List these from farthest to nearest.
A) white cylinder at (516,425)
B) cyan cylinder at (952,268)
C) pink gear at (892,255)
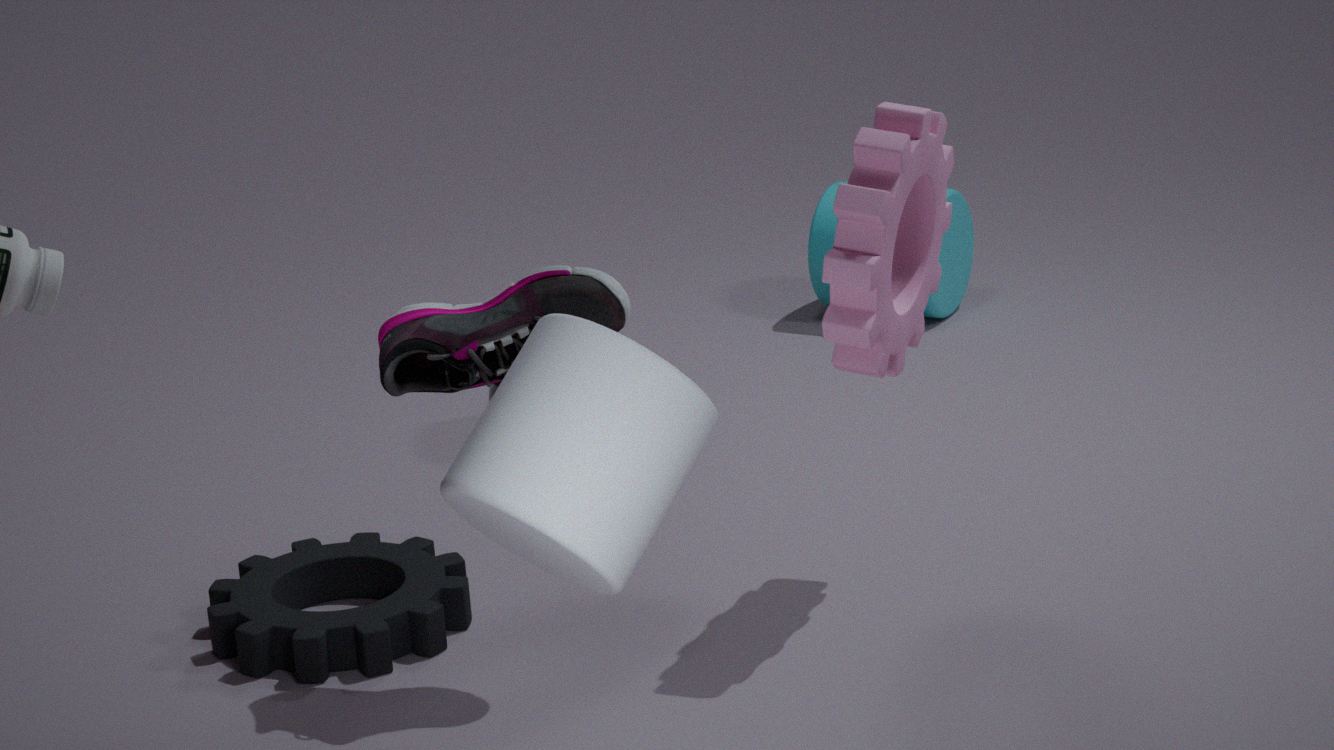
cyan cylinder at (952,268), pink gear at (892,255), white cylinder at (516,425)
